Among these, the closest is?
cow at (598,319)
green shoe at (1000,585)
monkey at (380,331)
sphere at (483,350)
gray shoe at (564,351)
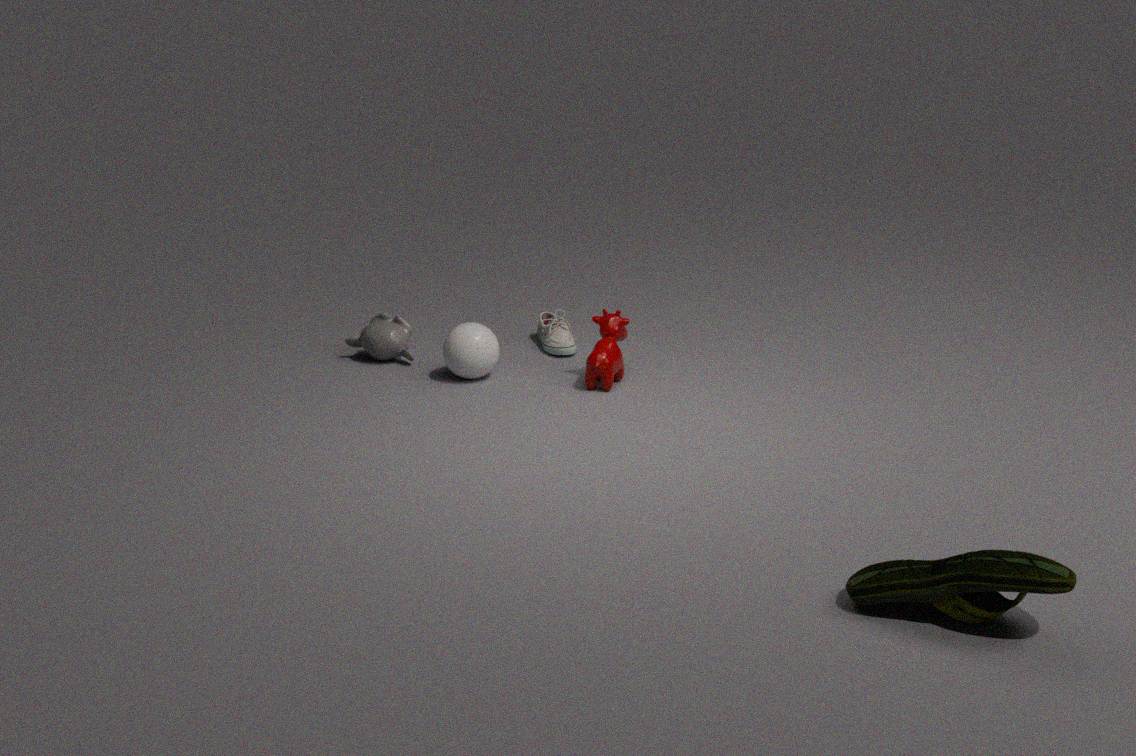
green shoe at (1000,585)
